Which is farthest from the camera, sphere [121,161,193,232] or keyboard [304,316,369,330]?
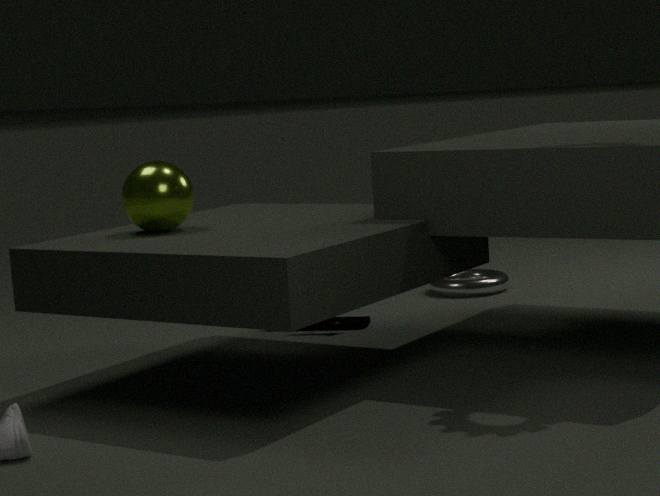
keyboard [304,316,369,330]
